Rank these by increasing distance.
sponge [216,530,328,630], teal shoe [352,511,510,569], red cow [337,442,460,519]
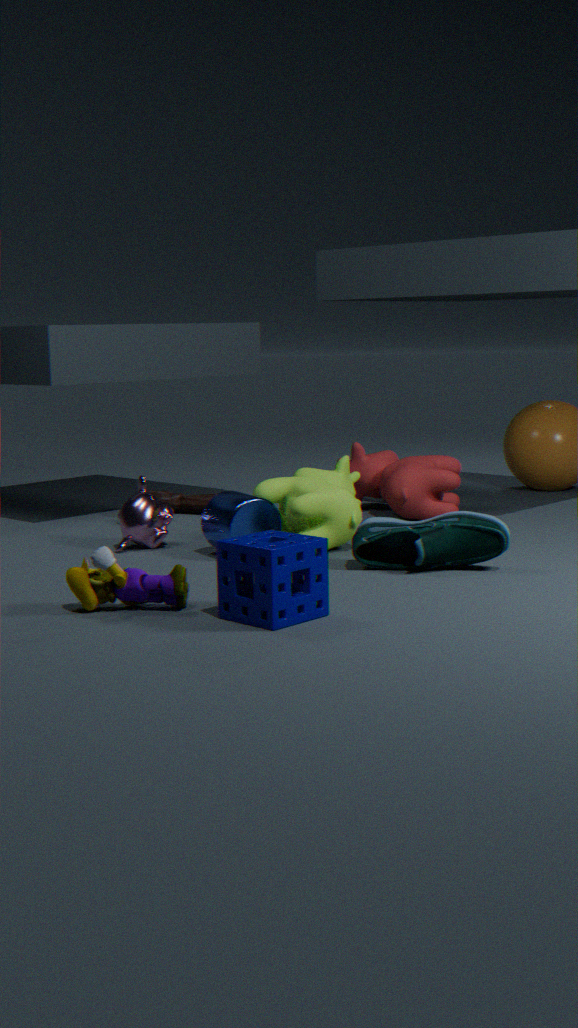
1. sponge [216,530,328,630]
2. teal shoe [352,511,510,569]
3. red cow [337,442,460,519]
